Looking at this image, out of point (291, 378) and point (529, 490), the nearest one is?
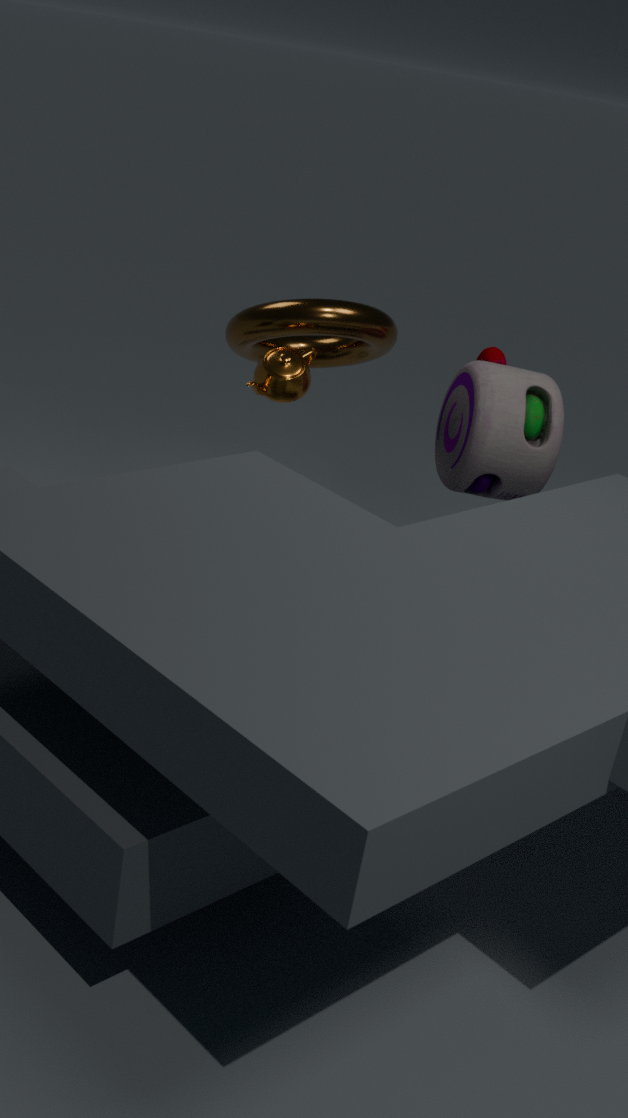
point (291, 378)
